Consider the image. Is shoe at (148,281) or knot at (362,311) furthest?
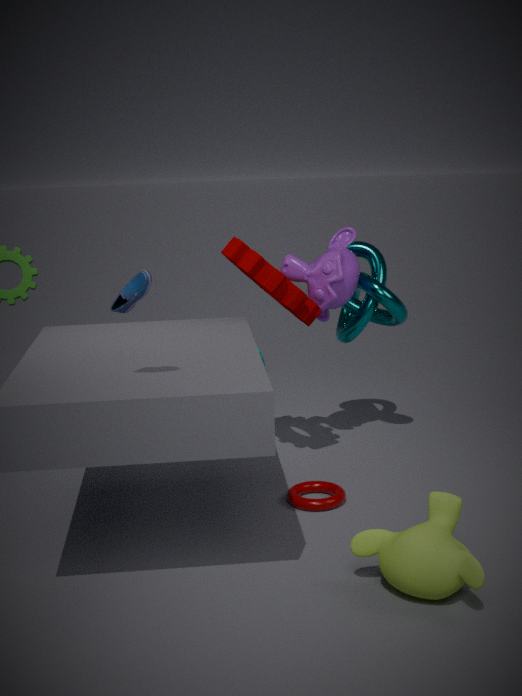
knot at (362,311)
